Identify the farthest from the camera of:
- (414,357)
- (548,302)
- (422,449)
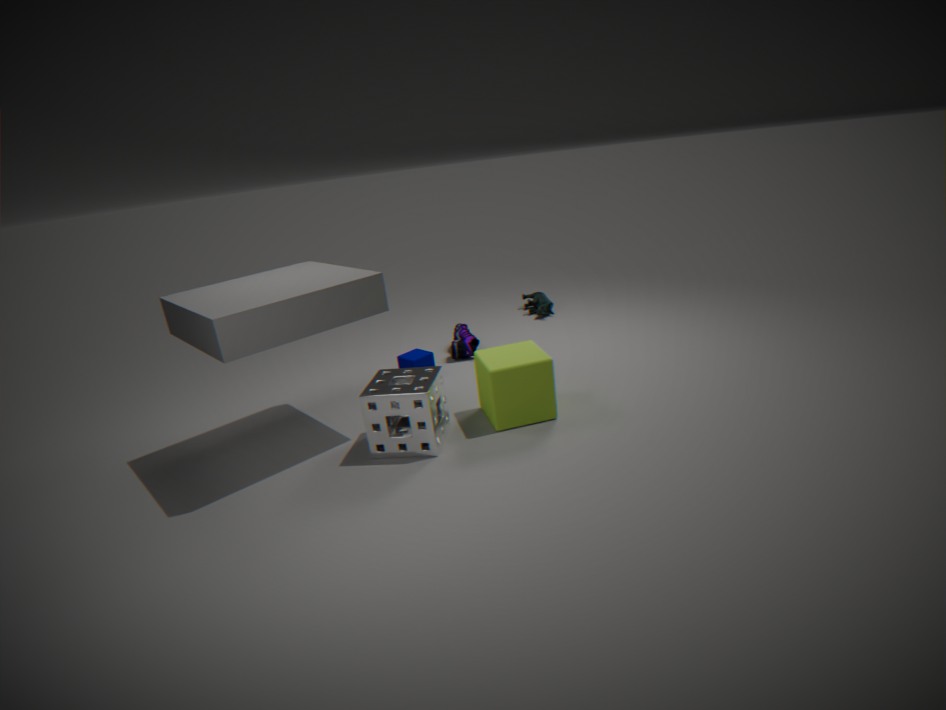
(548,302)
